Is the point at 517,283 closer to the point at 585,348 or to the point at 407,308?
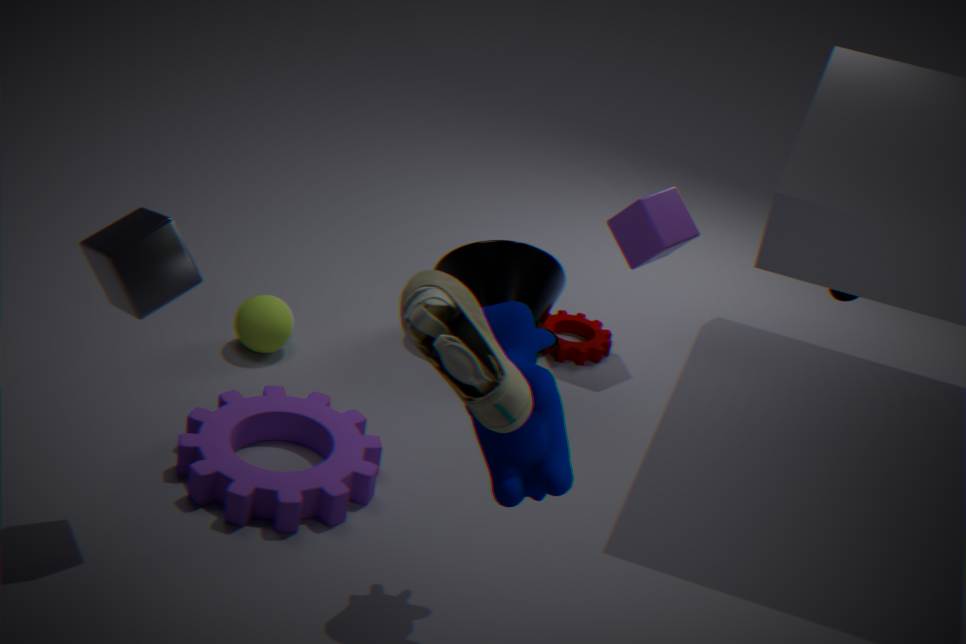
the point at 585,348
